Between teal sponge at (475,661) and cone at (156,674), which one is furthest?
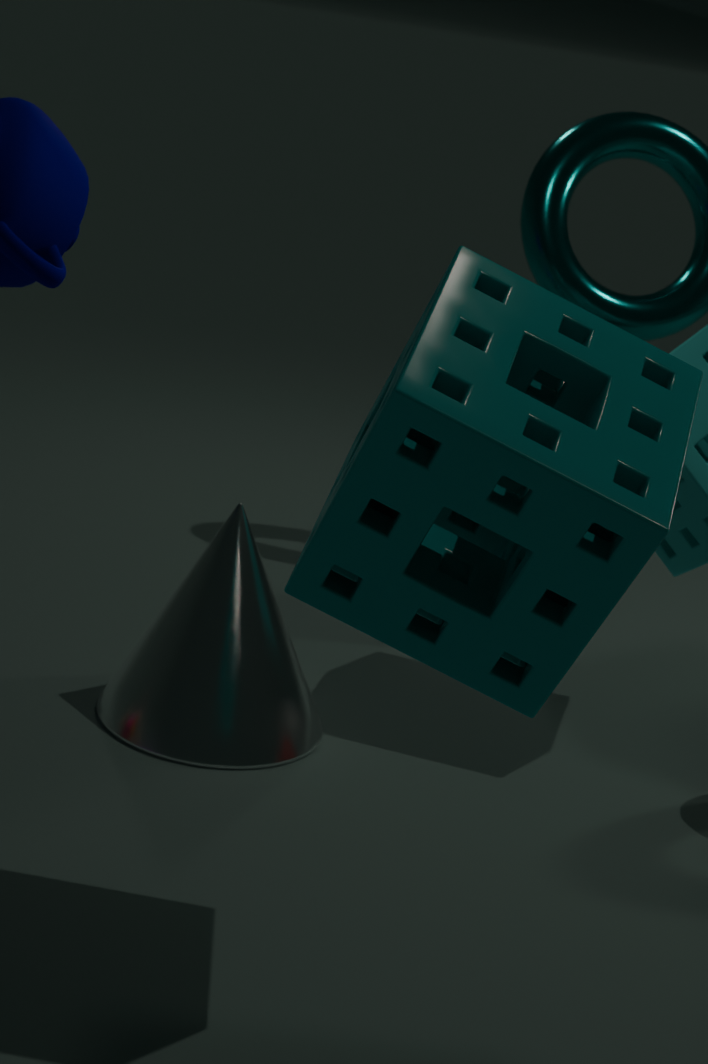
cone at (156,674)
